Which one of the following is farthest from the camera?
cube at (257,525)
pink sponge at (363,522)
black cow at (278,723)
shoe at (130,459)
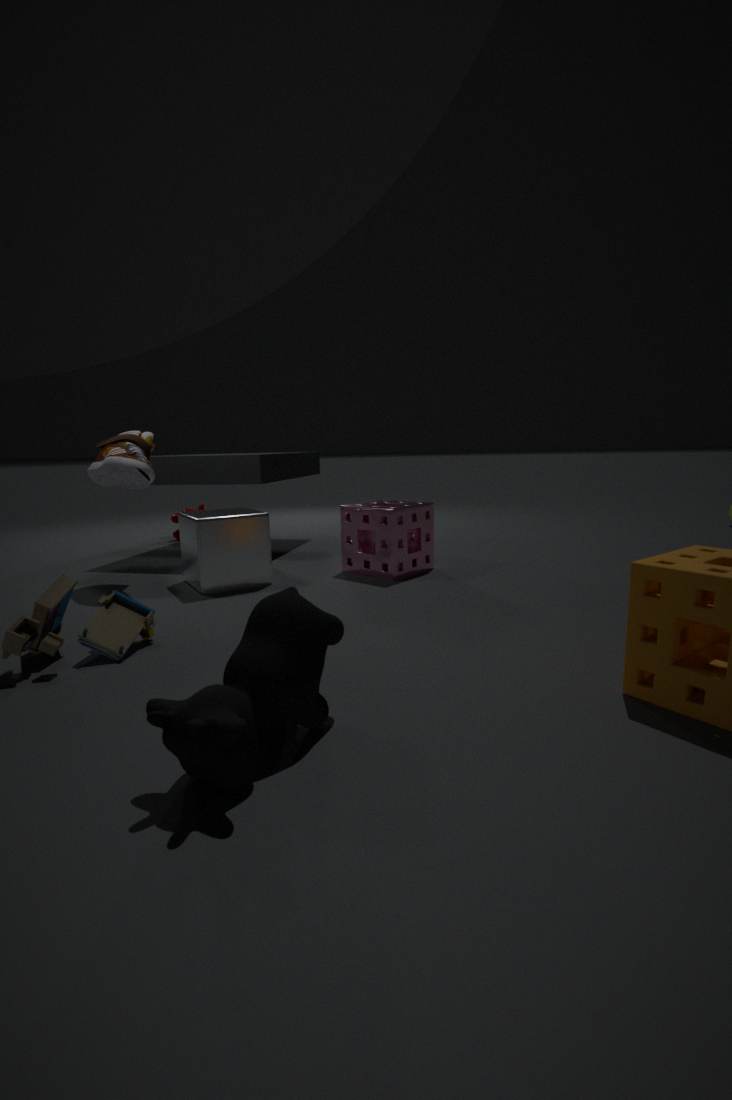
pink sponge at (363,522)
